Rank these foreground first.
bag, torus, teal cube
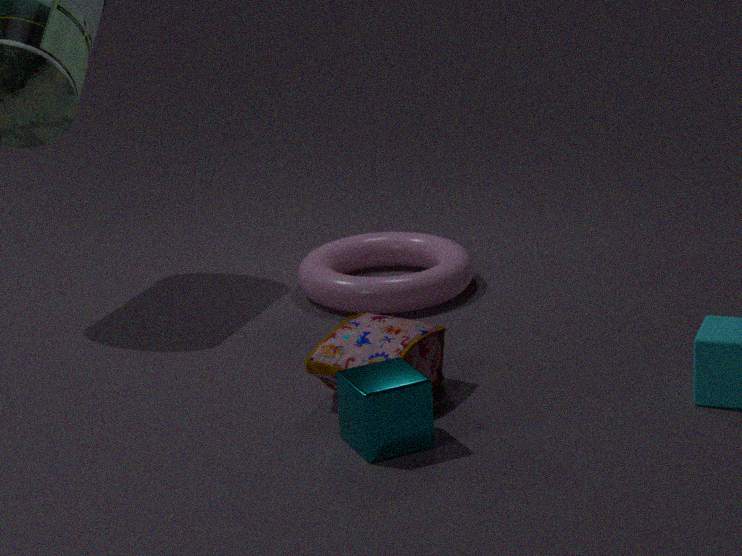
teal cube < bag < torus
